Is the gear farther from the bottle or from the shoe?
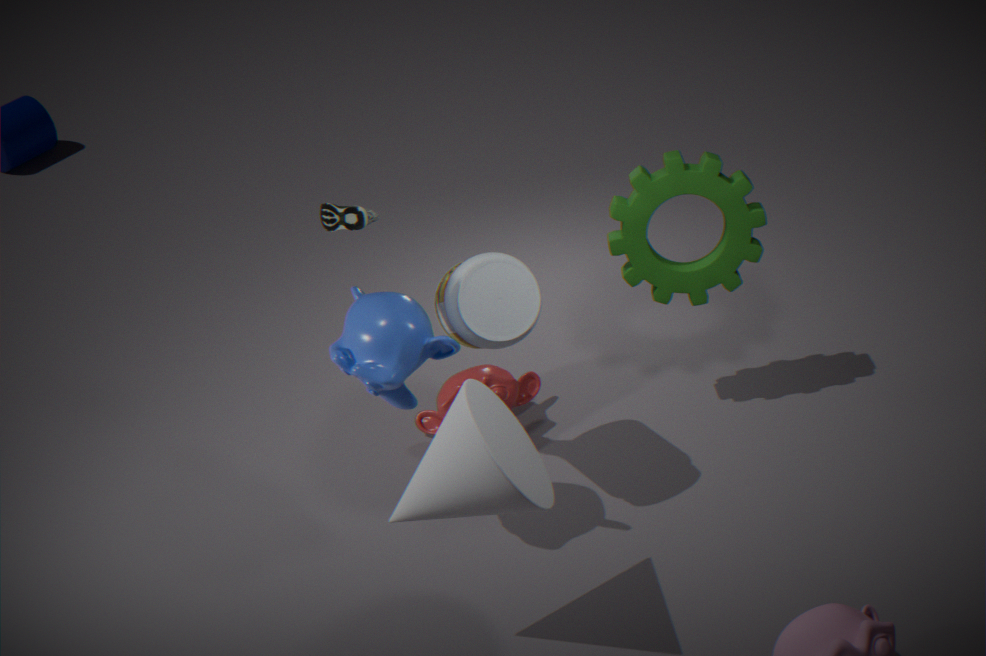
the shoe
